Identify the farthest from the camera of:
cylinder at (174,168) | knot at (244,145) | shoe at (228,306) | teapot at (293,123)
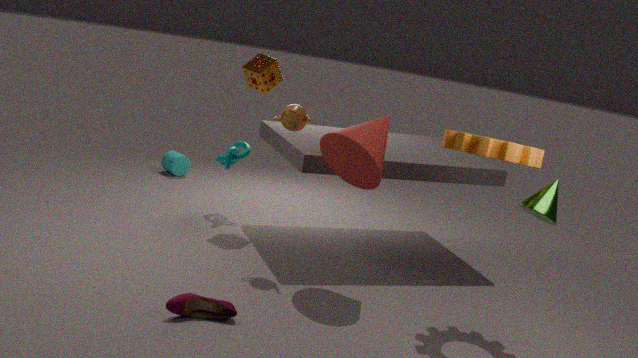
cylinder at (174,168)
